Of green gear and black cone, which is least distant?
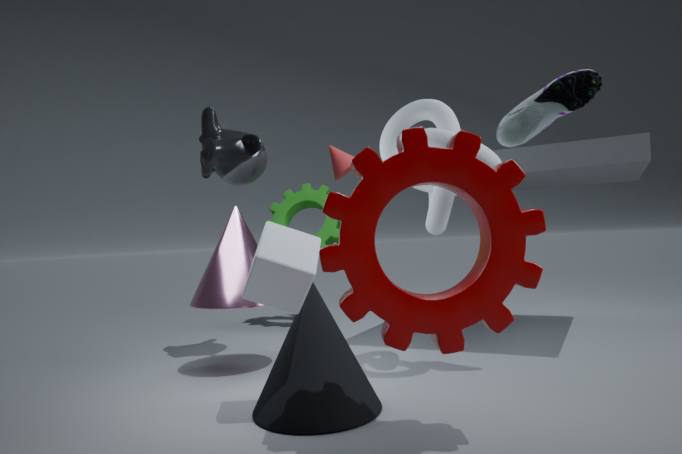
black cone
